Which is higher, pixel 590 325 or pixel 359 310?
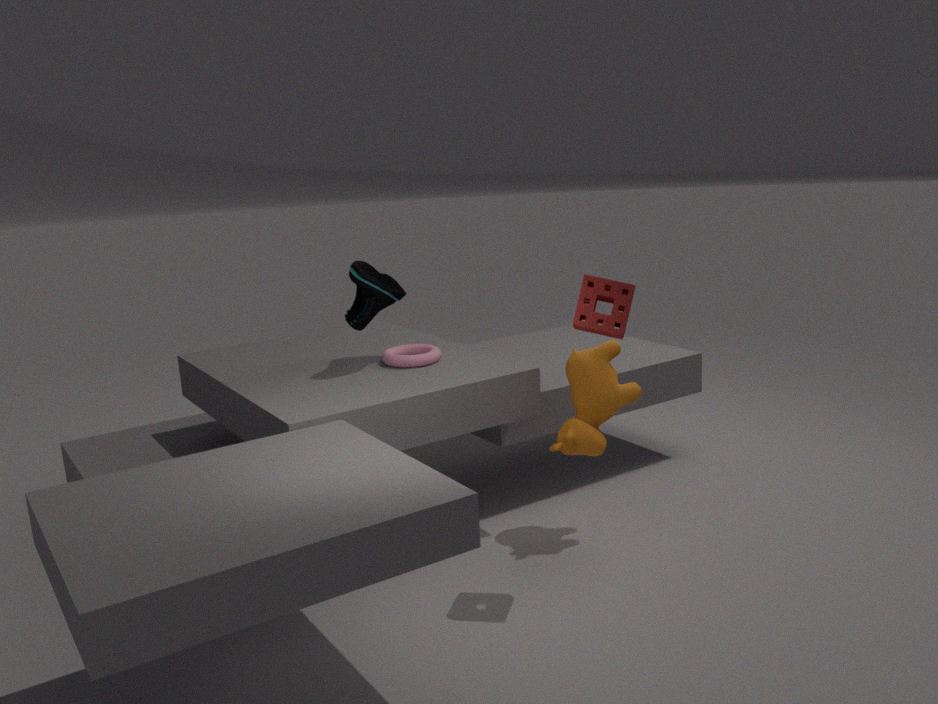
pixel 590 325
